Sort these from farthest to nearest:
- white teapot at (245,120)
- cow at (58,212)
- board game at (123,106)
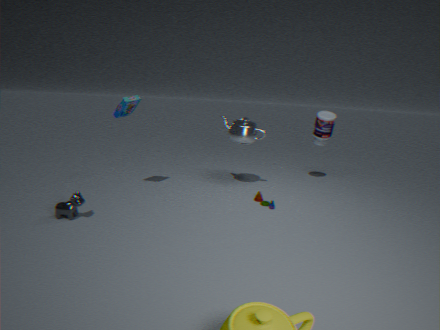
white teapot at (245,120), board game at (123,106), cow at (58,212)
